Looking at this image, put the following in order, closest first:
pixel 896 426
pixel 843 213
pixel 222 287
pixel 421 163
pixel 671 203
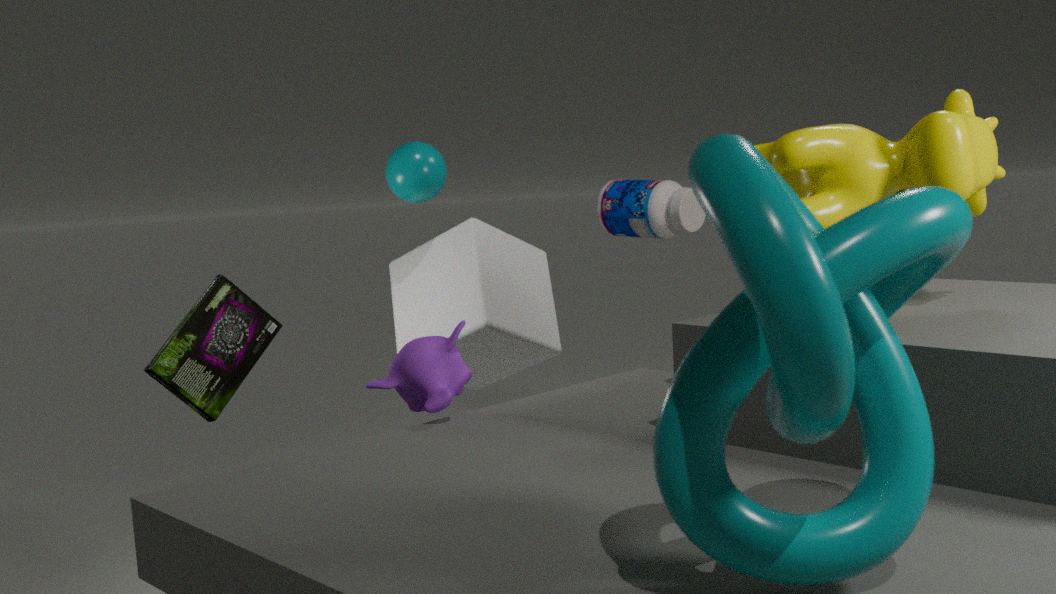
pixel 896 426 → pixel 843 213 → pixel 222 287 → pixel 421 163 → pixel 671 203
